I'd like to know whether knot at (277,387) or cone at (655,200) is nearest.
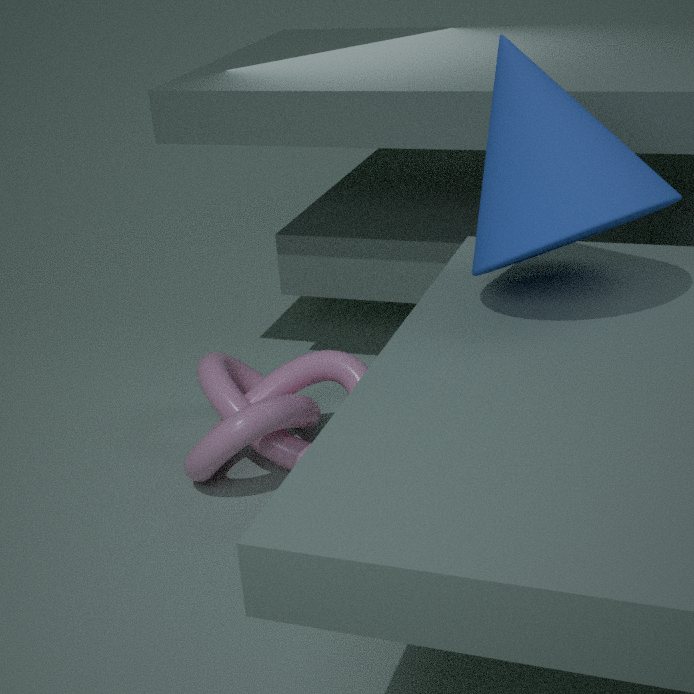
cone at (655,200)
